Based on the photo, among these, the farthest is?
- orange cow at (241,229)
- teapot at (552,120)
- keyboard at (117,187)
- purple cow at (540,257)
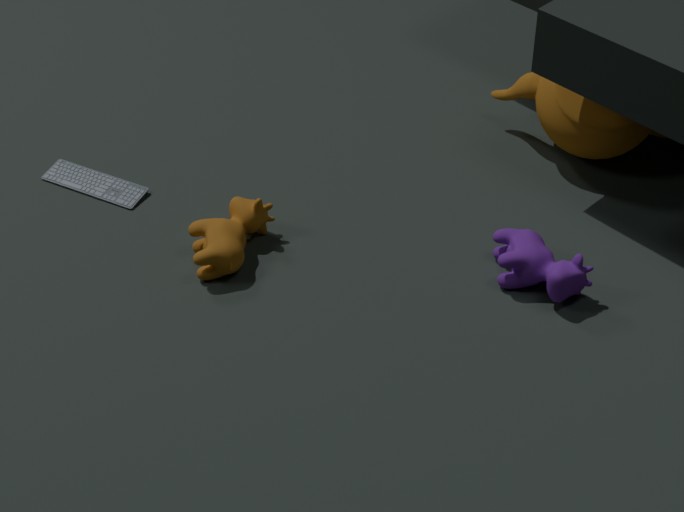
keyboard at (117,187)
